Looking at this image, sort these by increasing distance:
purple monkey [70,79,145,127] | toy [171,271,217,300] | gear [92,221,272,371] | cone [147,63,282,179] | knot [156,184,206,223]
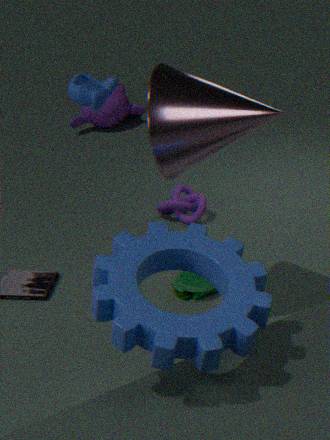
gear [92,221,272,371] → cone [147,63,282,179] → toy [171,271,217,300] → knot [156,184,206,223] → purple monkey [70,79,145,127]
